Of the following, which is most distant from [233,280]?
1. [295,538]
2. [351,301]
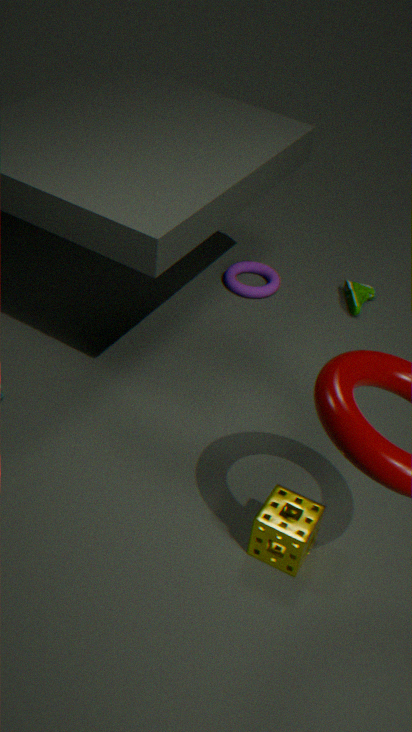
[295,538]
